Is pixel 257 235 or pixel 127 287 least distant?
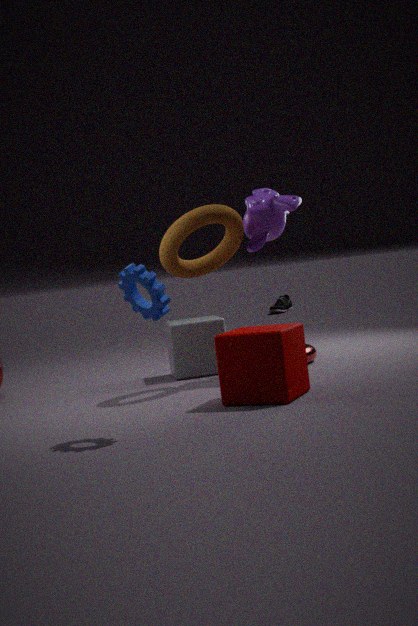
pixel 127 287
